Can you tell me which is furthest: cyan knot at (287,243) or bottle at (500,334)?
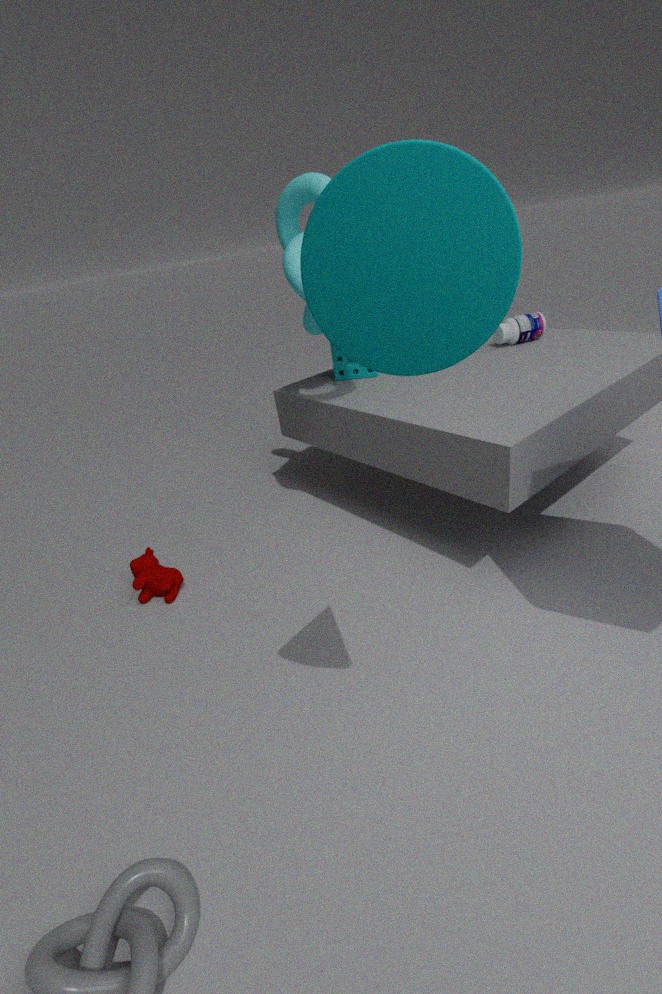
bottle at (500,334)
